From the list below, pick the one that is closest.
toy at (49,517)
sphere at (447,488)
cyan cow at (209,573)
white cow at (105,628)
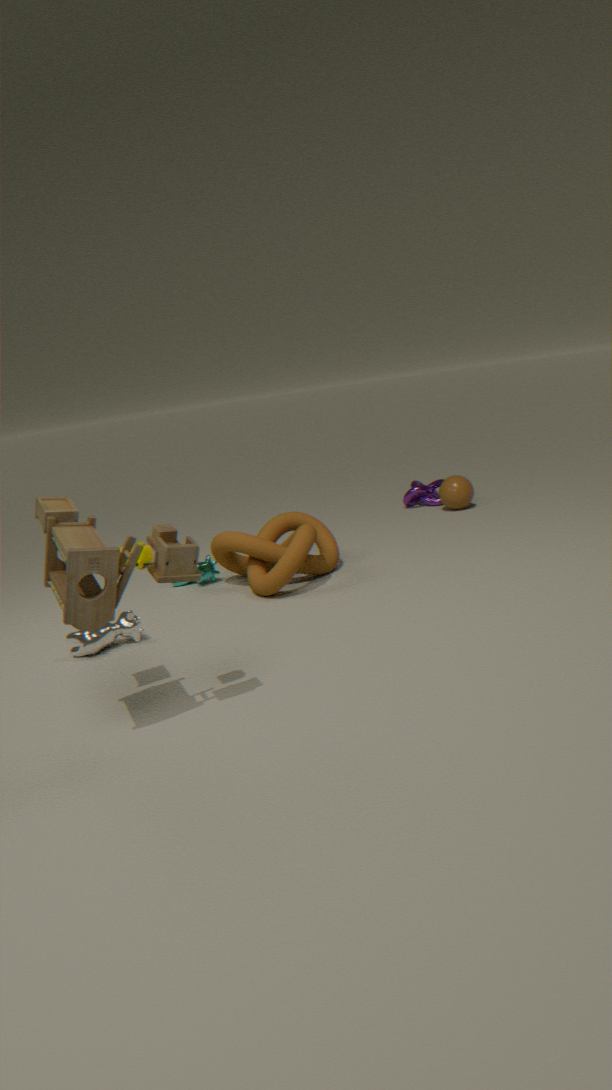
toy at (49,517)
